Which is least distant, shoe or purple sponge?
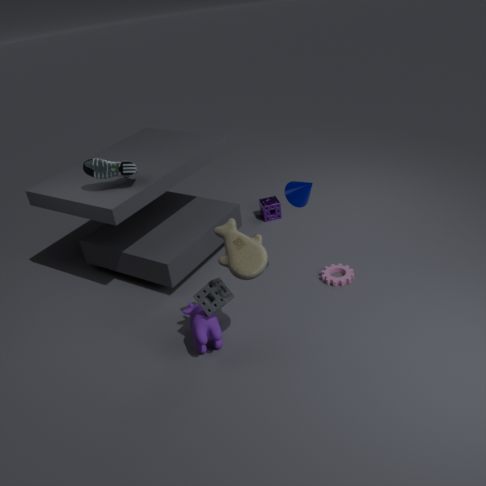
shoe
